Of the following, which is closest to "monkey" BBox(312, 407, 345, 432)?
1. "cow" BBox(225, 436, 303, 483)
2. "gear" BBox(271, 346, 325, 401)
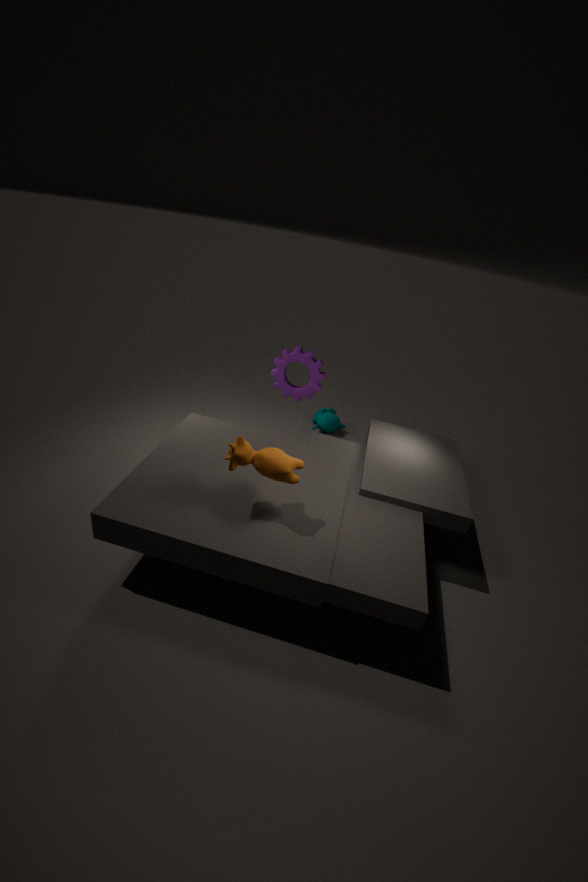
"gear" BBox(271, 346, 325, 401)
